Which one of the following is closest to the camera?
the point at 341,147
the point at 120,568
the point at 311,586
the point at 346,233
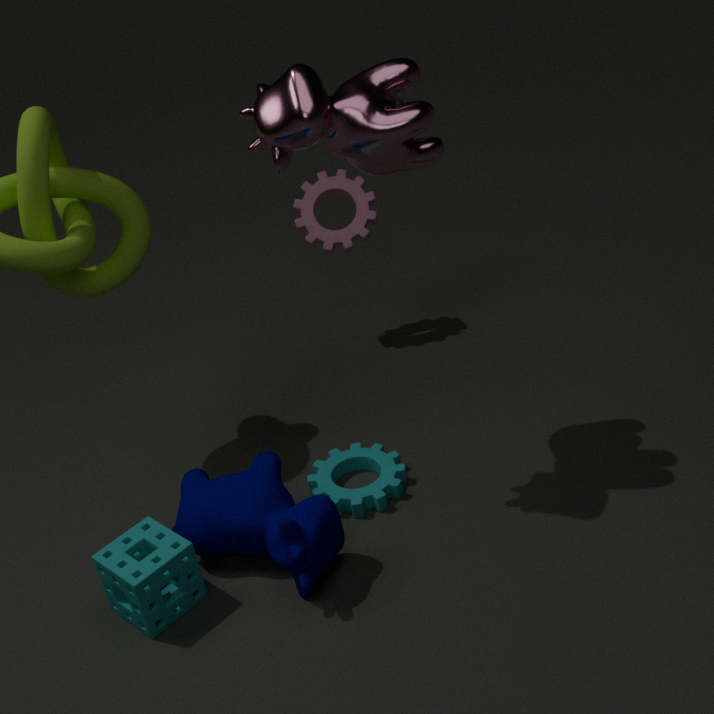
the point at 120,568
